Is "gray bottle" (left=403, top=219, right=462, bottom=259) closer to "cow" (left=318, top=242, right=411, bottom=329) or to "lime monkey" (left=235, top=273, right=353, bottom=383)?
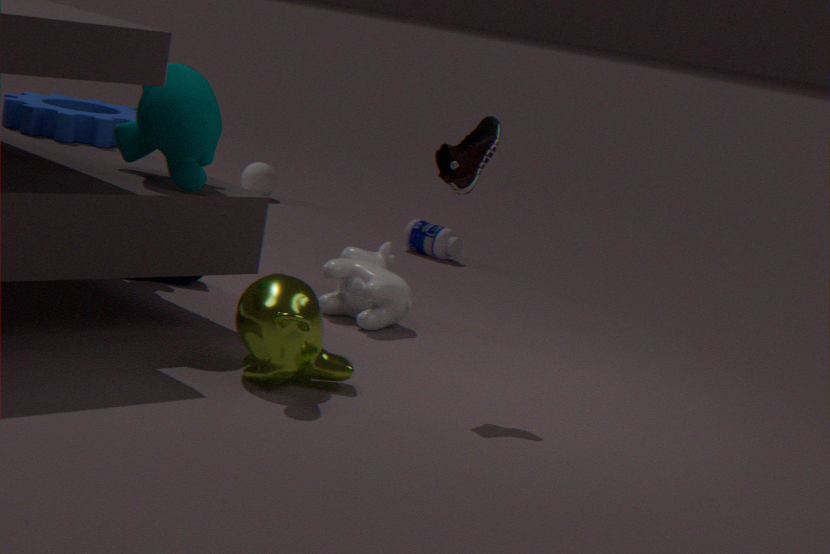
"cow" (left=318, top=242, right=411, bottom=329)
